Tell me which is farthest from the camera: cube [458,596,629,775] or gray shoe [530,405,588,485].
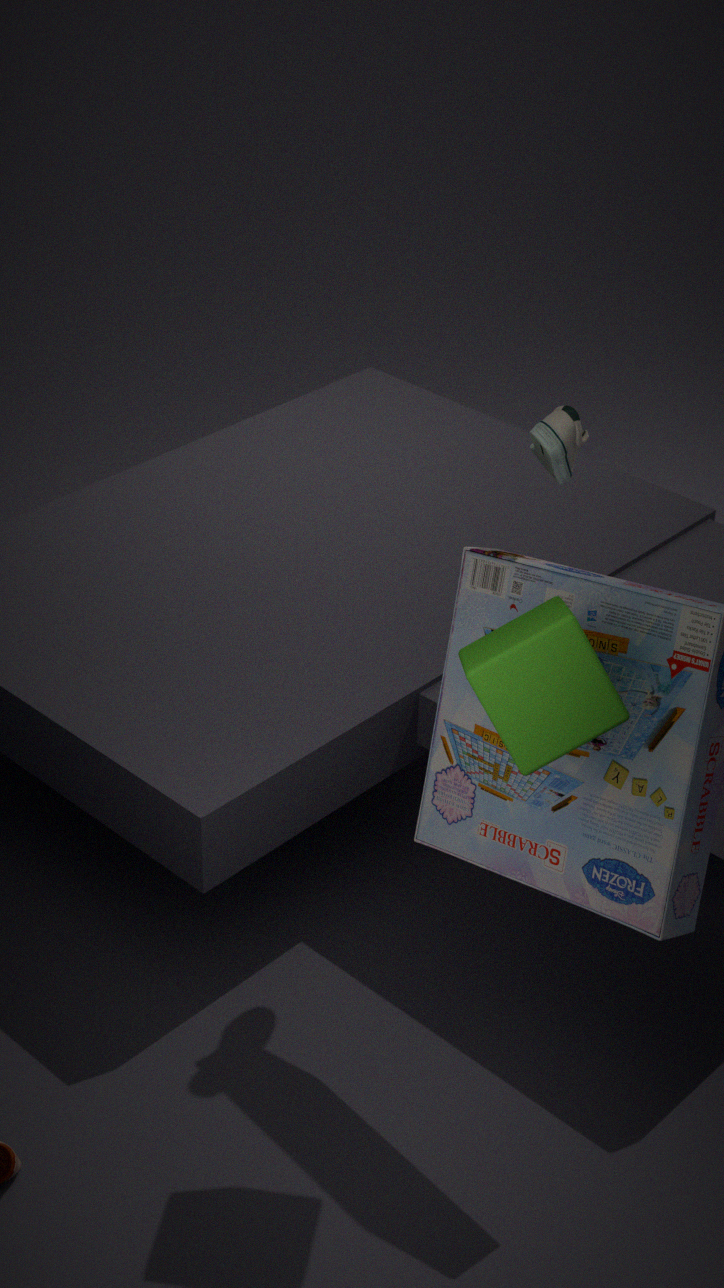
gray shoe [530,405,588,485]
